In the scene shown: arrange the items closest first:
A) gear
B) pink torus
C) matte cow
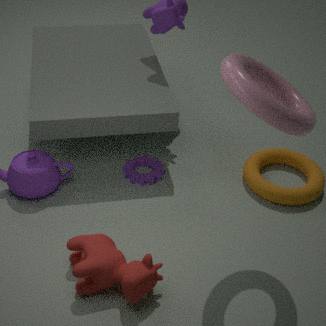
pink torus
matte cow
gear
